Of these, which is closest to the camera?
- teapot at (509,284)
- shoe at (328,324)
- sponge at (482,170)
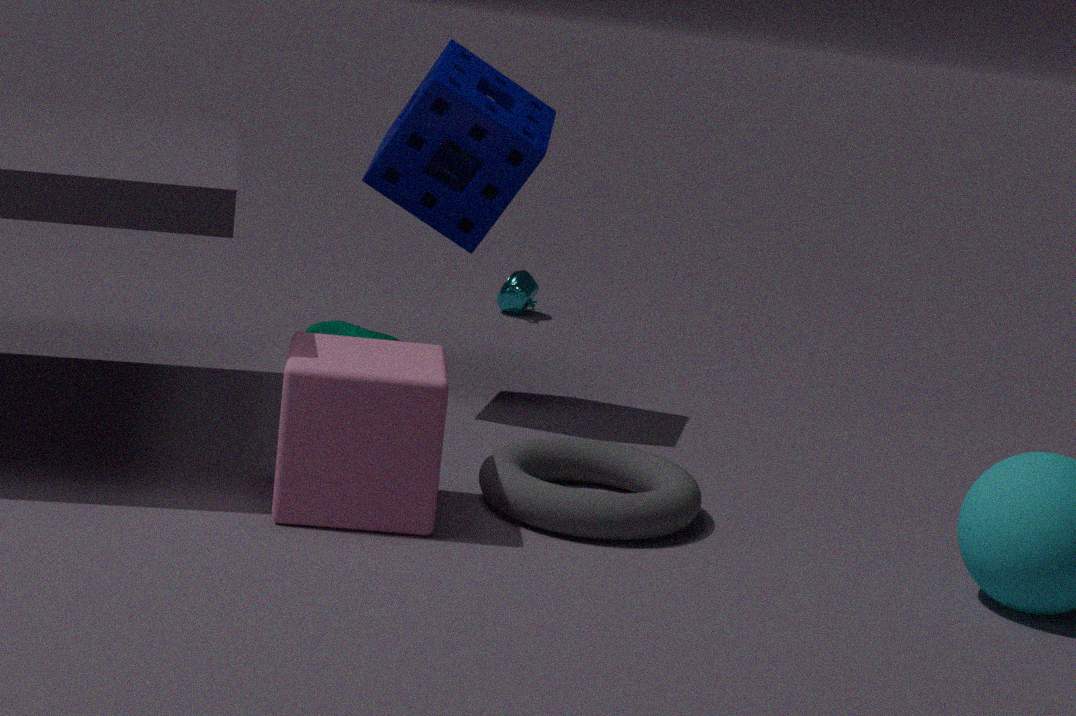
sponge at (482,170)
